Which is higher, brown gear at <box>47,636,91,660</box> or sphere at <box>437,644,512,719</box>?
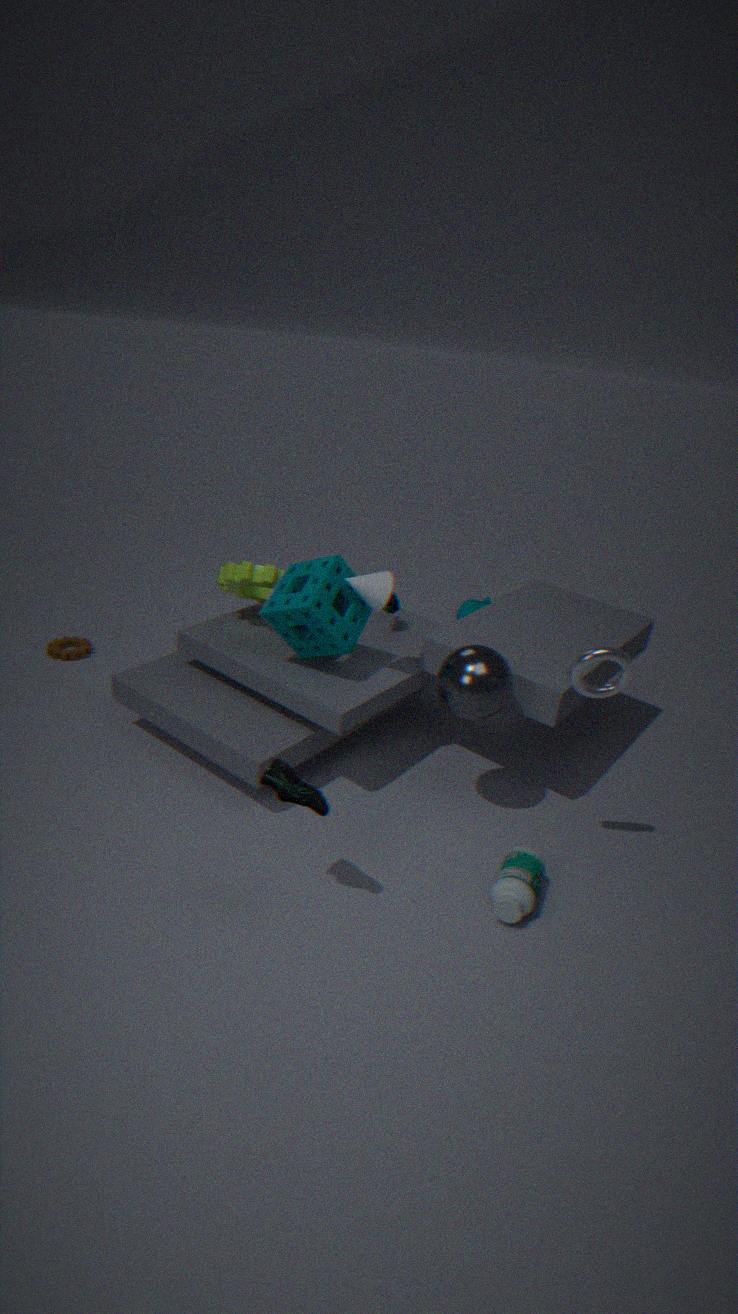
sphere at <box>437,644,512,719</box>
